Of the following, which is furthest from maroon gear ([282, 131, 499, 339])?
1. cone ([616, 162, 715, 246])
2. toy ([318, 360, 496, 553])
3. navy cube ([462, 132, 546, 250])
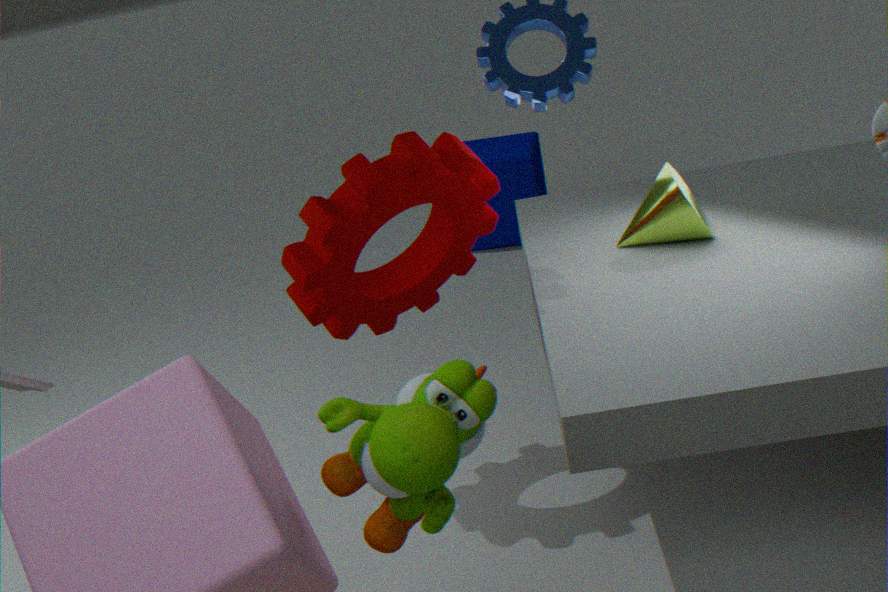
navy cube ([462, 132, 546, 250])
